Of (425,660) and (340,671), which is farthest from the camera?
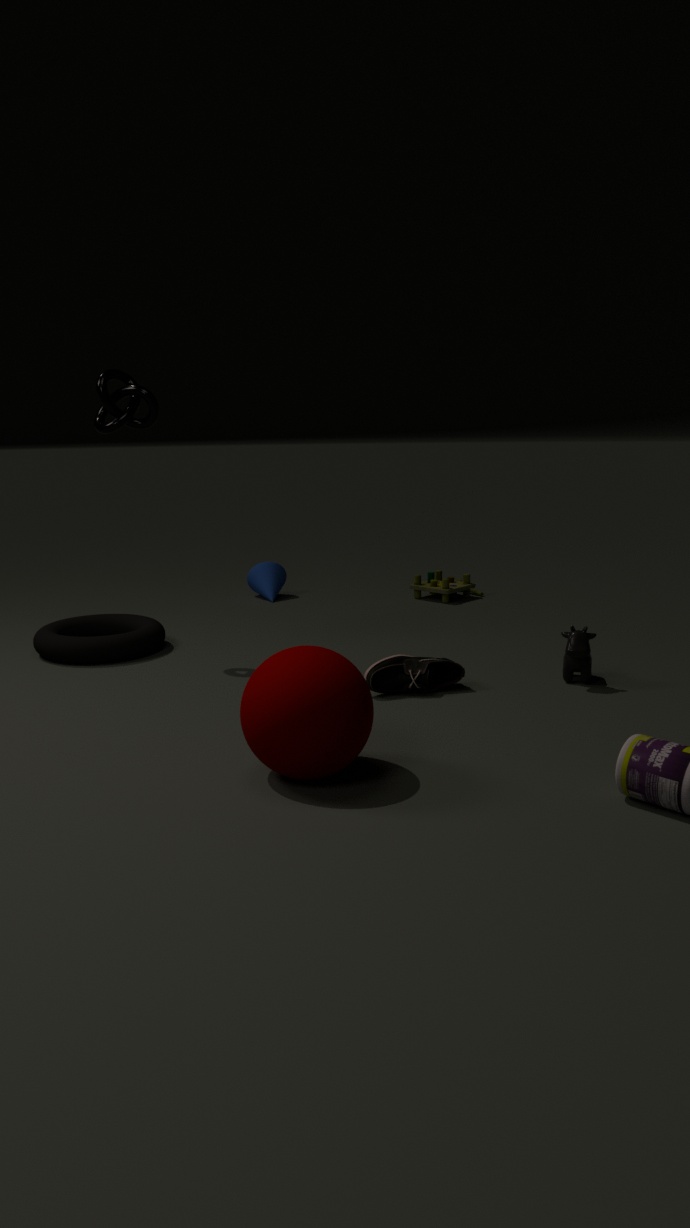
(425,660)
